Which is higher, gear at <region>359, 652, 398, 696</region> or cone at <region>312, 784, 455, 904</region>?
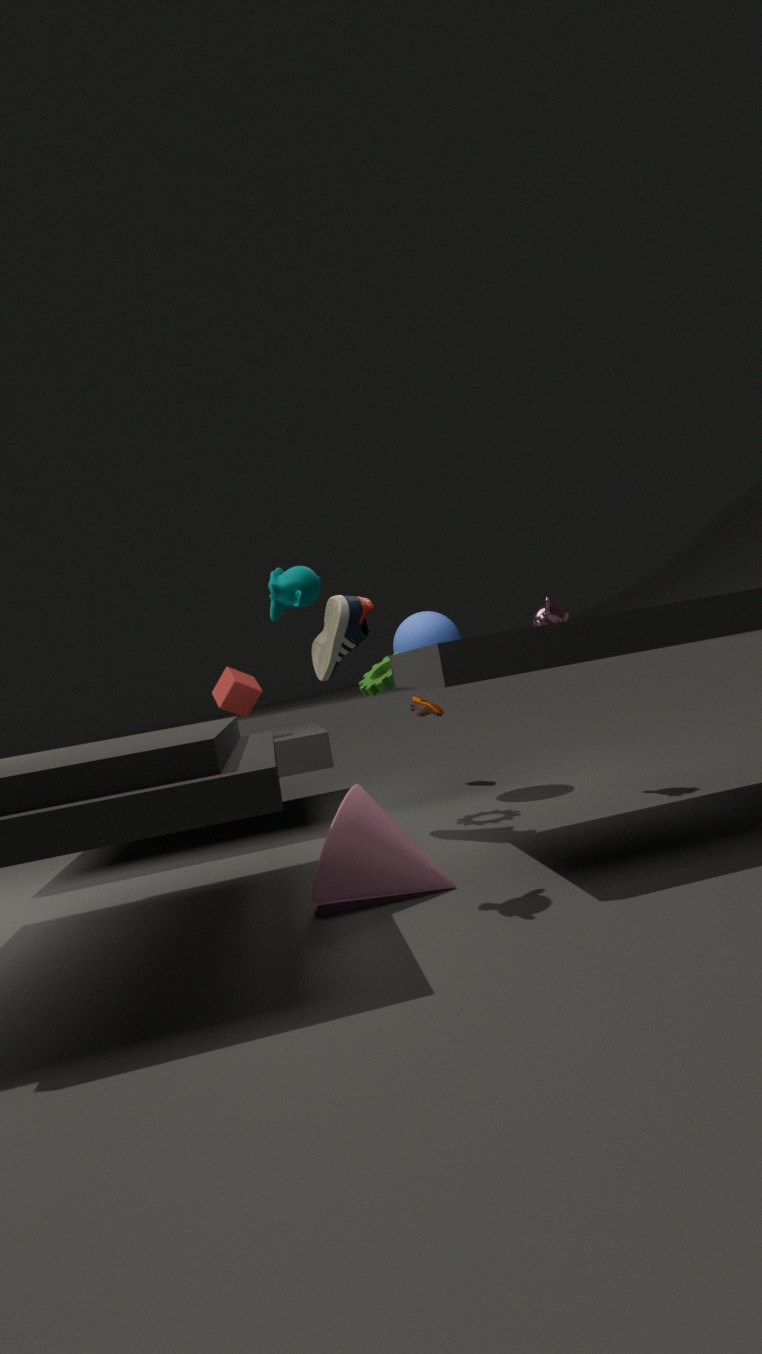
gear at <region>359, 652, 398, 696</region>
